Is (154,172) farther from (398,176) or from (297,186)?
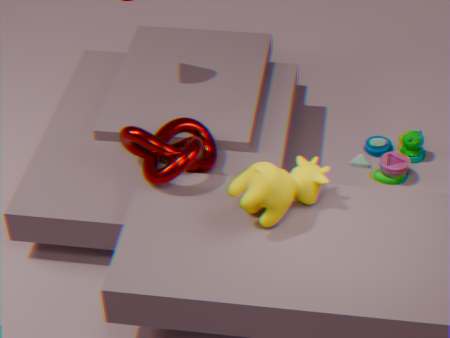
(398,176)
